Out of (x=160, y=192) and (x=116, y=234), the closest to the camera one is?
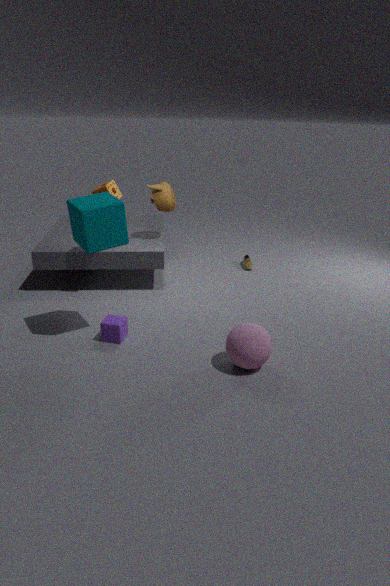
(x=116, y=234)
